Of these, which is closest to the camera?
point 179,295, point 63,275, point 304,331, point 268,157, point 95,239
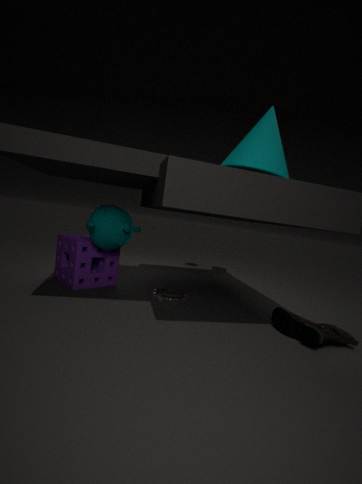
point 268,157
